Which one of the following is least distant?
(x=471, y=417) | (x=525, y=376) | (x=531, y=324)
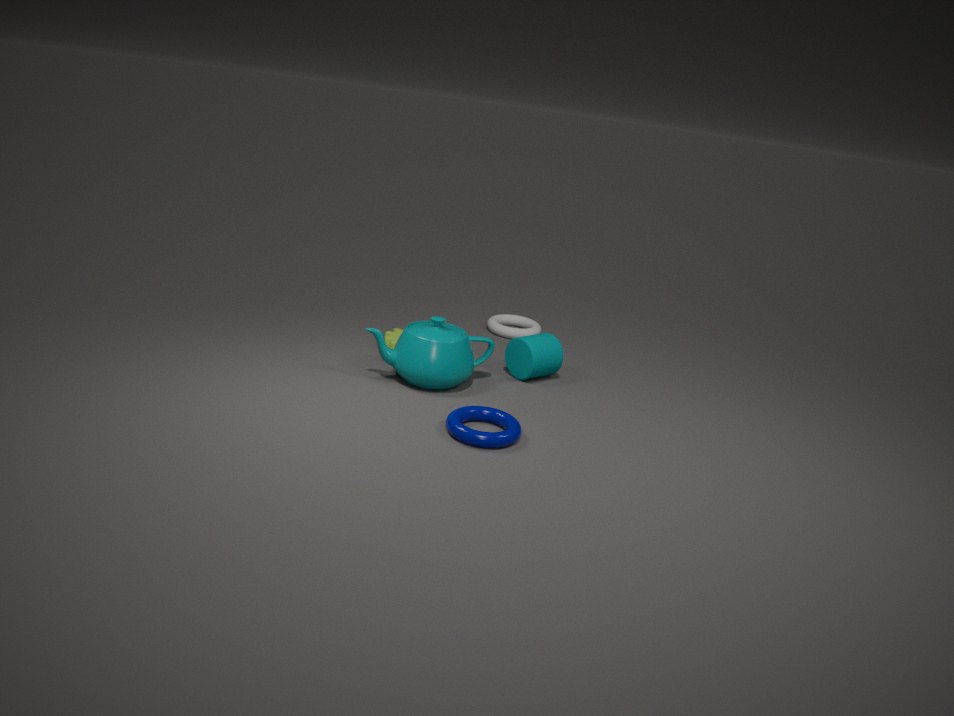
(x=471, y=417)
